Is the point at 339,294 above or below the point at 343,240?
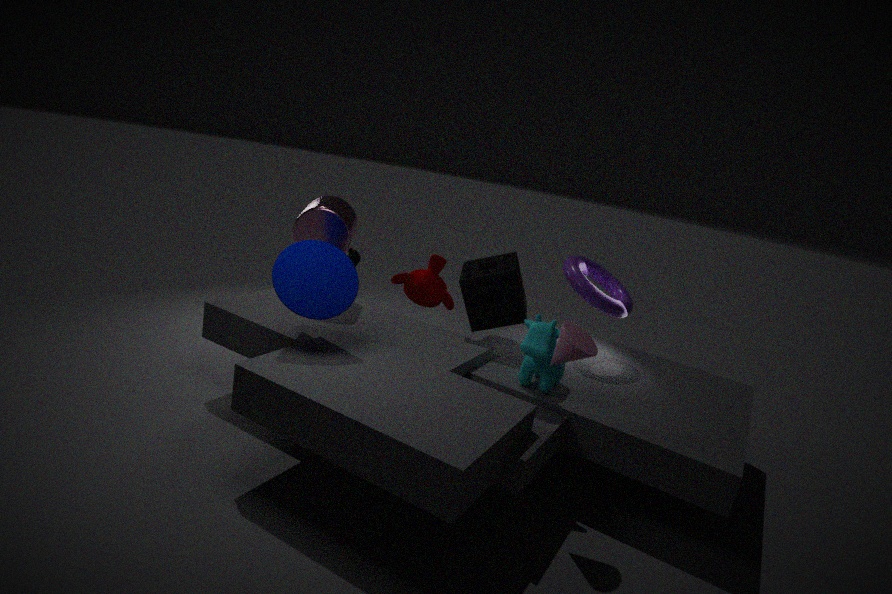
below
